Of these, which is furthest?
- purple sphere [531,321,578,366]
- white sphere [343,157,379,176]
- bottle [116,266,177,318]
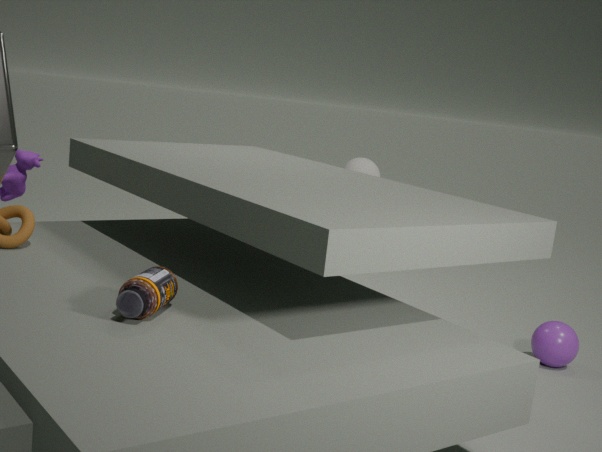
white sphere [343,157,379,176]
